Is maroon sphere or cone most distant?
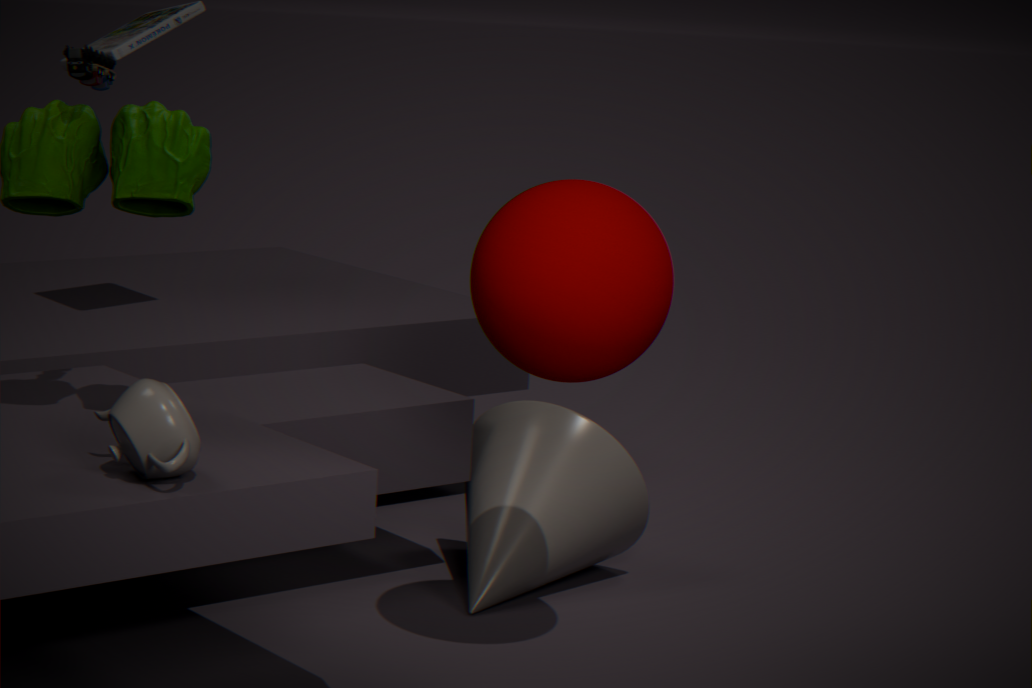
cone
